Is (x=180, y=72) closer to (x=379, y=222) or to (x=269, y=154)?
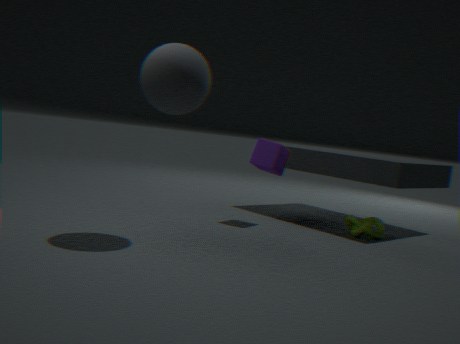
(x=269, y=154)
